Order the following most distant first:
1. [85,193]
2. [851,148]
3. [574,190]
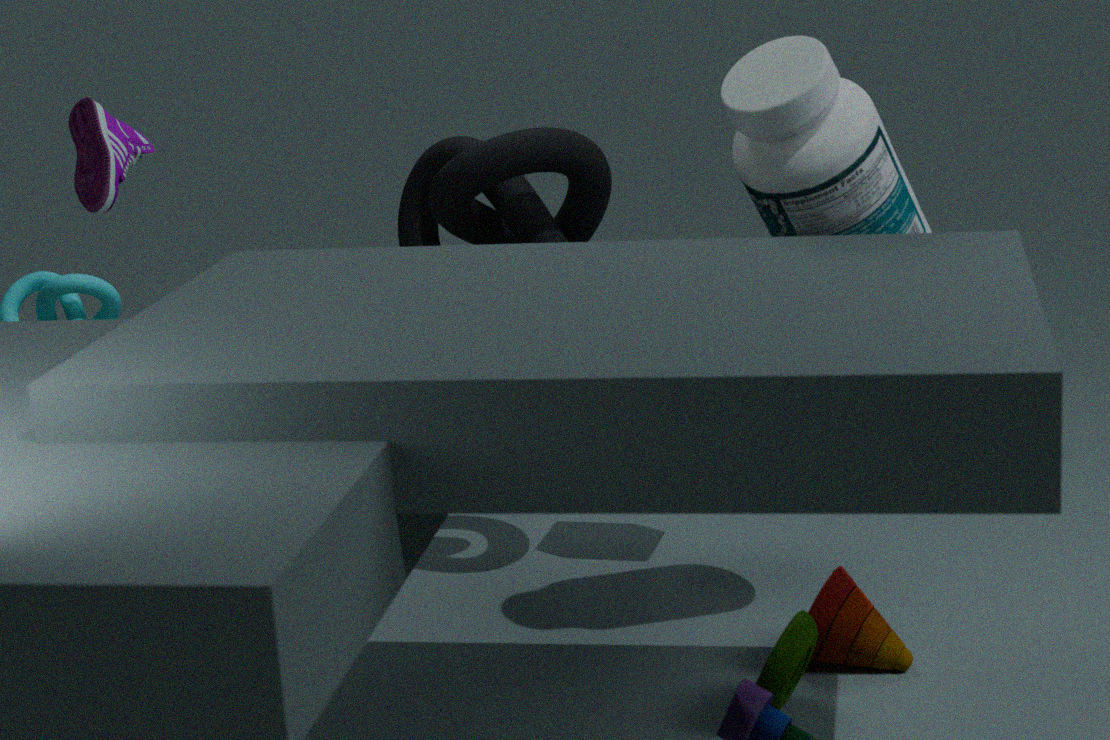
[574,190], [85,193], [851,148]
